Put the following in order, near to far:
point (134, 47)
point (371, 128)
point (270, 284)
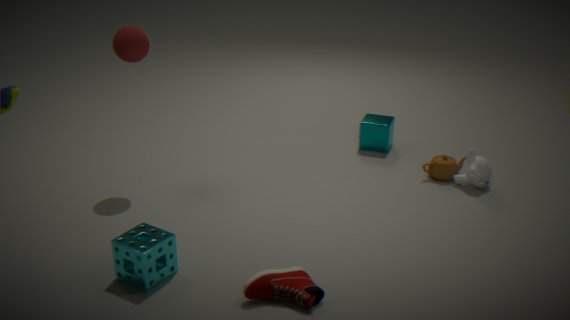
point (270, 284) < point (134, 47) < point (371, 128)
